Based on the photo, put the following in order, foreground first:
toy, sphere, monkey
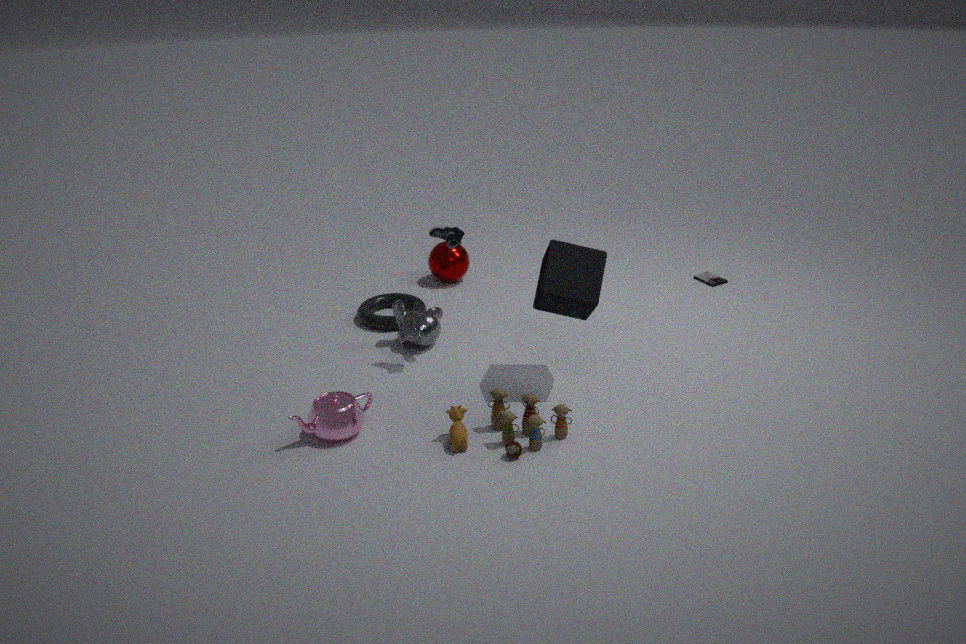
toy → monkey → sphere
